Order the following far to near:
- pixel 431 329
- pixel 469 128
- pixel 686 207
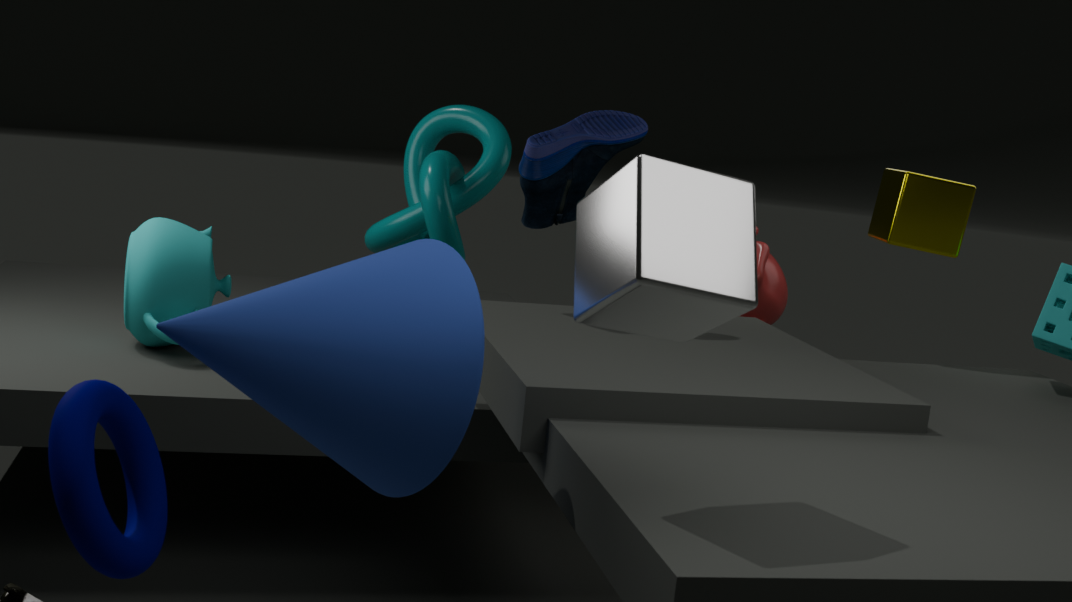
pixel 469 128 → pixel 431 329 → pixel 686 207
